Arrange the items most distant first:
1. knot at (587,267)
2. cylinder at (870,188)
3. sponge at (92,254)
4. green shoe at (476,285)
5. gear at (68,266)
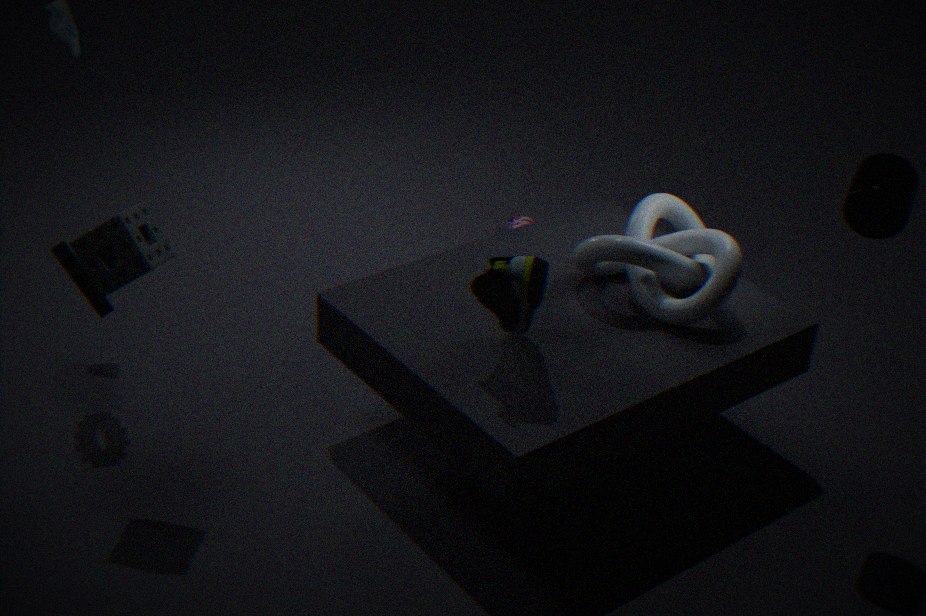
gear at (68,266) < knot at (587,267) < sponge at (92,254) < cylinder at (870,188) < green shoe at (476,285)
